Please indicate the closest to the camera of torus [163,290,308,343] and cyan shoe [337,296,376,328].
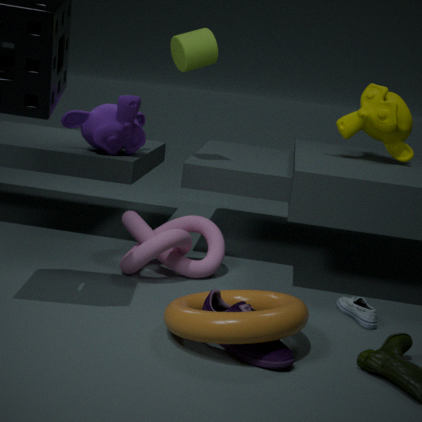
torus [163,290,308,343]
